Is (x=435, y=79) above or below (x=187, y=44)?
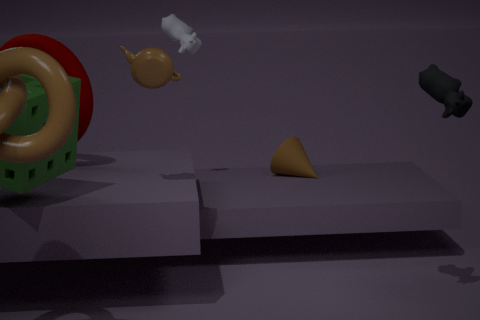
below
